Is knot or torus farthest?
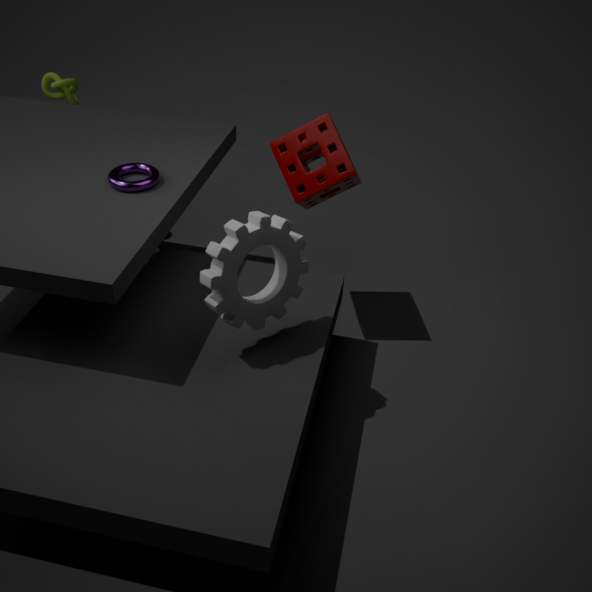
knot
